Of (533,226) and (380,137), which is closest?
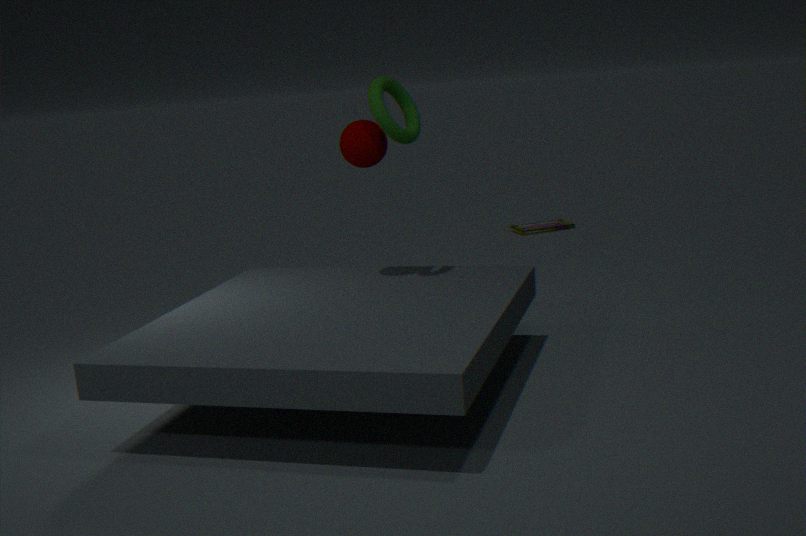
(380,137)
